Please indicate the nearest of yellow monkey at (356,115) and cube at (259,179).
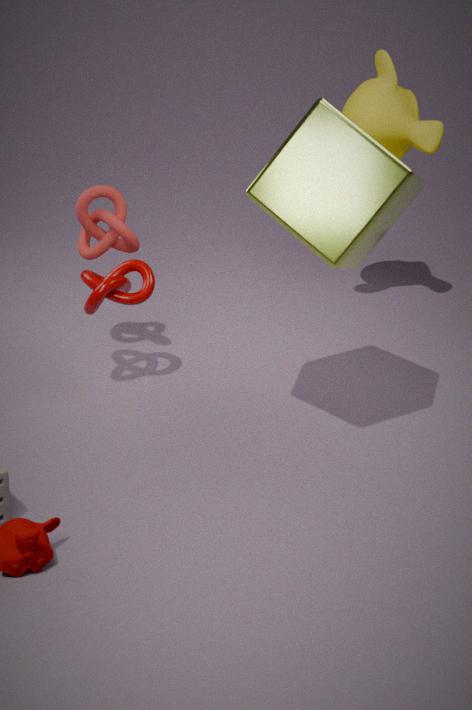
cube at (259,179)
